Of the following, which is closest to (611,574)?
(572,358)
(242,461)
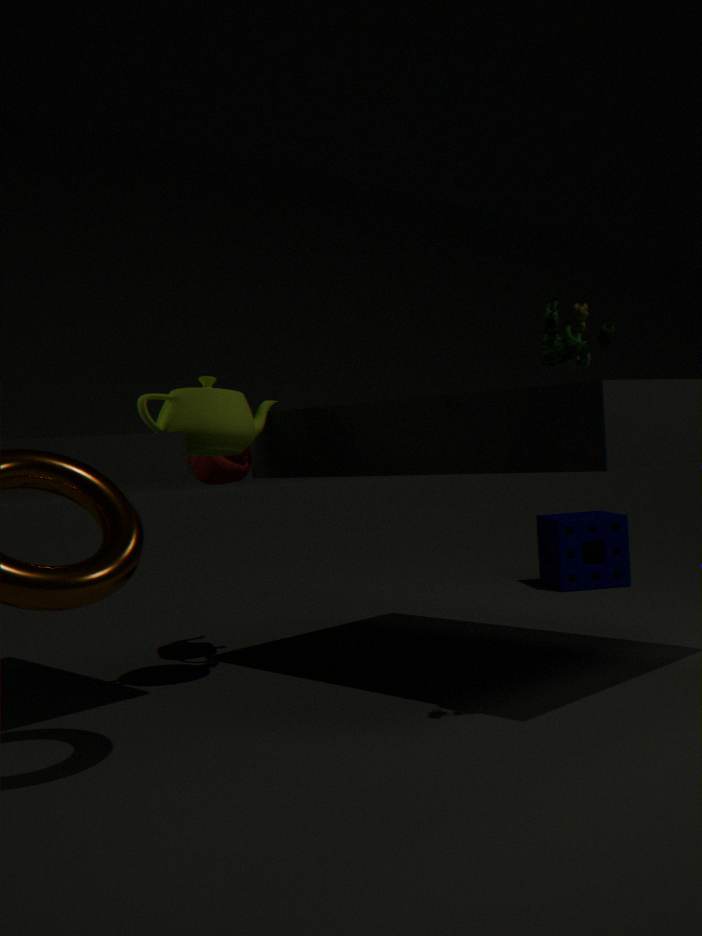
(242,461)
